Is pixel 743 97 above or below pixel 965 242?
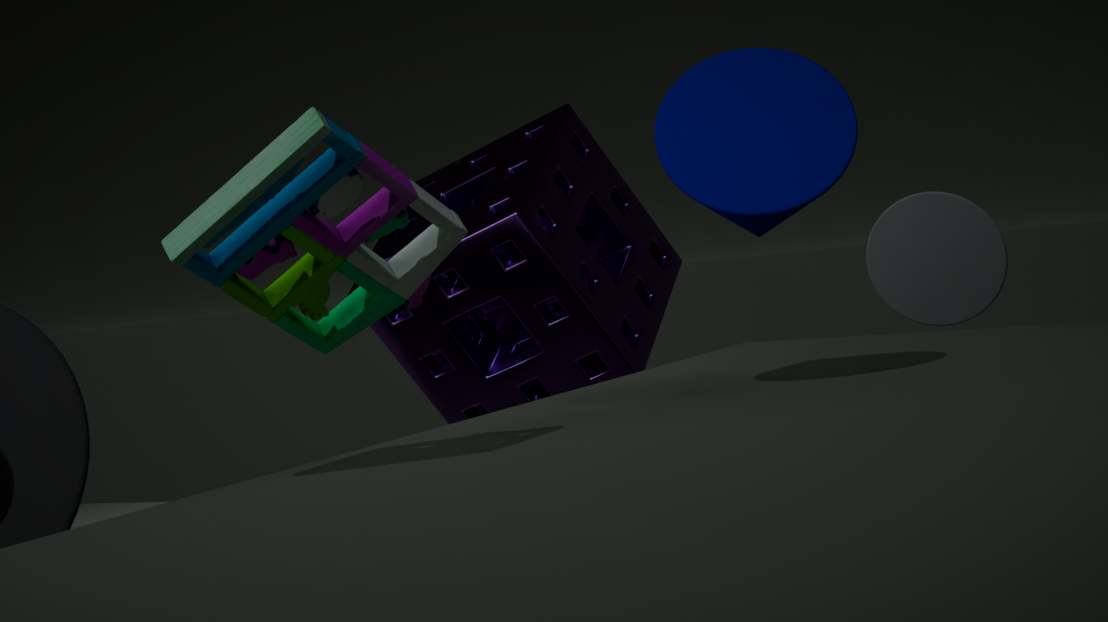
above
